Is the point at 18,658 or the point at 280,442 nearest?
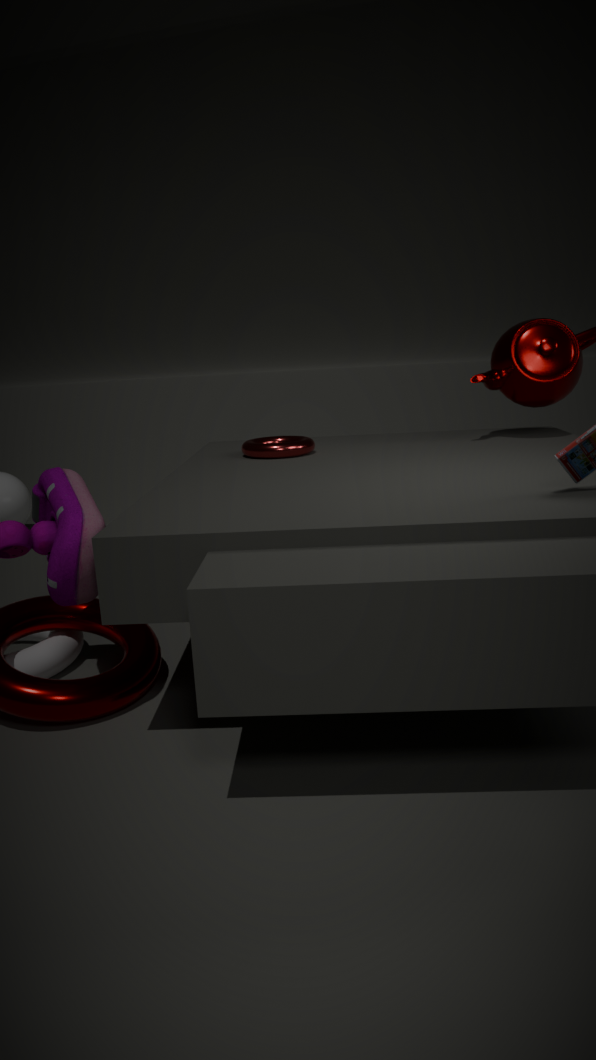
the point at 18,658
